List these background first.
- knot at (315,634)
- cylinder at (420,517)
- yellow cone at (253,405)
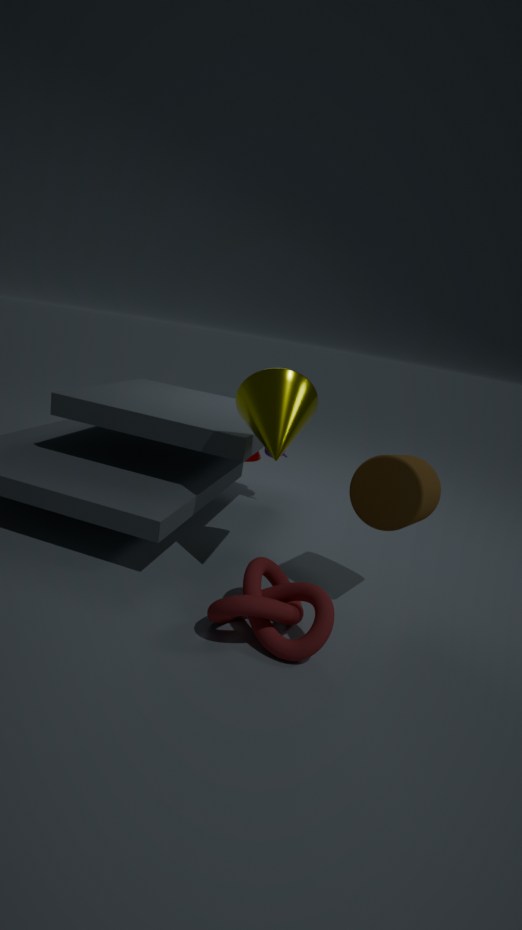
yellow cone at (253,405) < cylinder at (420,517) < knot at (315,634)
